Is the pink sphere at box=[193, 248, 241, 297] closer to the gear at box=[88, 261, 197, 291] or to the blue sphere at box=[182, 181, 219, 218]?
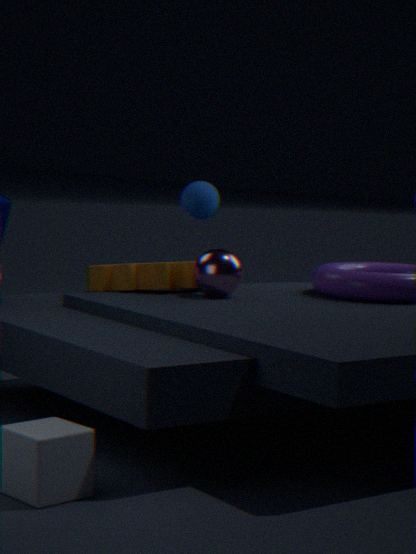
the gear at box=[88, 261, 197, 291]
